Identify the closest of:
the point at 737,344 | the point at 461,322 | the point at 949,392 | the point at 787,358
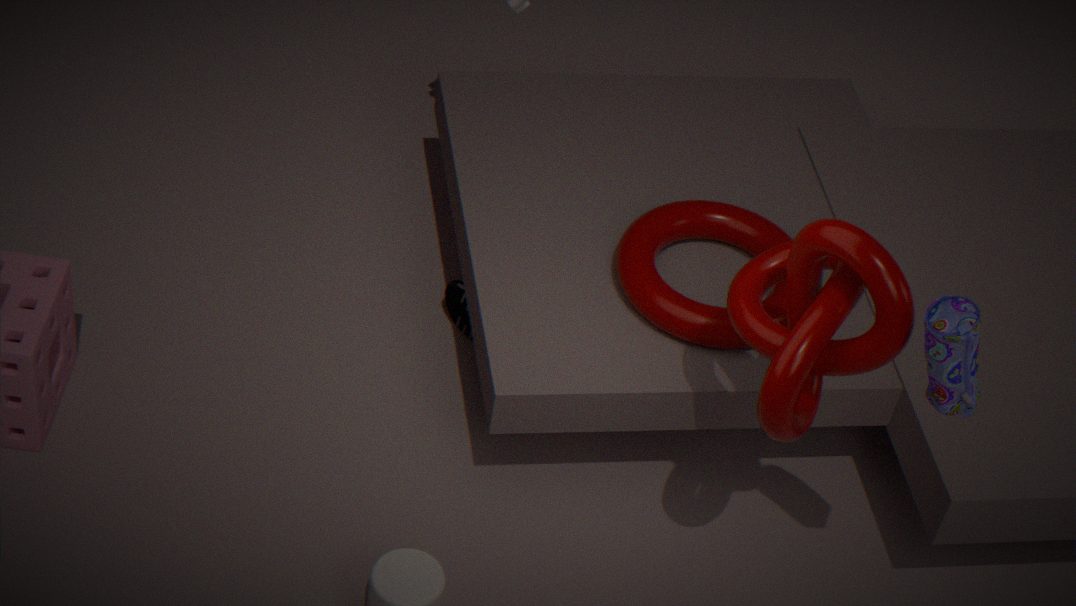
the point at 949,392
